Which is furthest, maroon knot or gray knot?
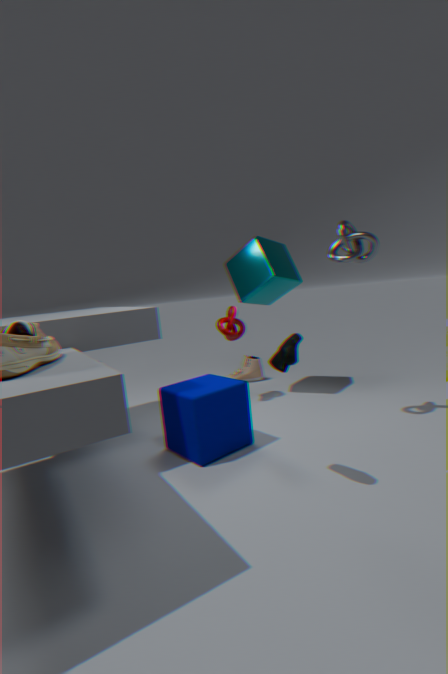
maroon knot
